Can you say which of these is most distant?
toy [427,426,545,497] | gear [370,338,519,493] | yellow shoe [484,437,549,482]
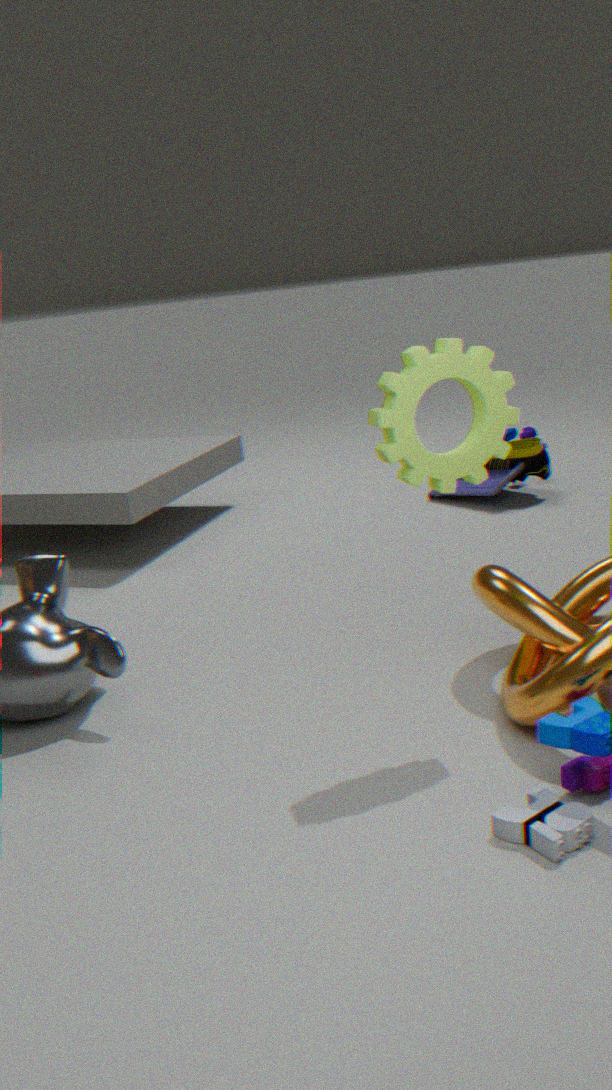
yellow shoe [484,437,549,482]
